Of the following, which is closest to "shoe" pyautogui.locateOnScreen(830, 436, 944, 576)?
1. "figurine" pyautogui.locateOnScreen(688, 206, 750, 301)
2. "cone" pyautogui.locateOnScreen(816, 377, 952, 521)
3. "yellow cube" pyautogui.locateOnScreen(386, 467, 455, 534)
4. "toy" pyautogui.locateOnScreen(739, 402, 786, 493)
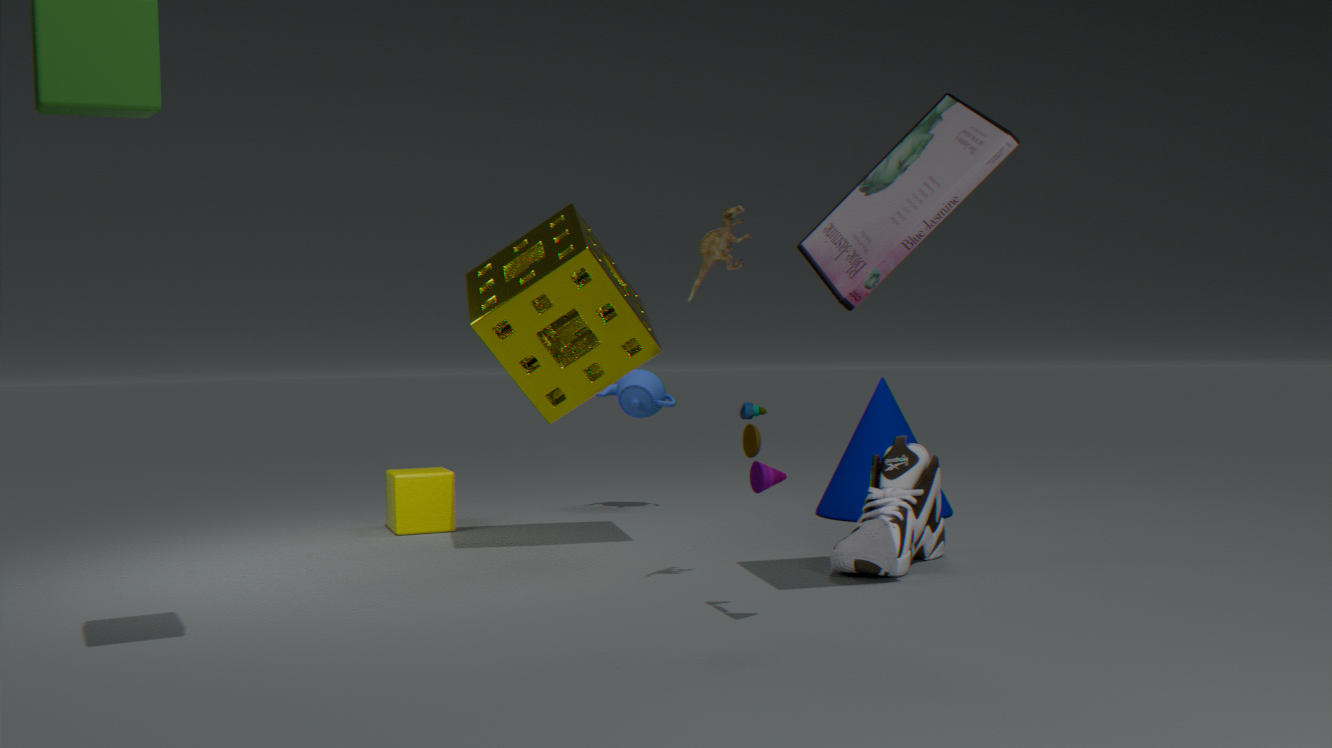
"cone" pyautogui.locateOnScreen(816, 377, 952, 521)
